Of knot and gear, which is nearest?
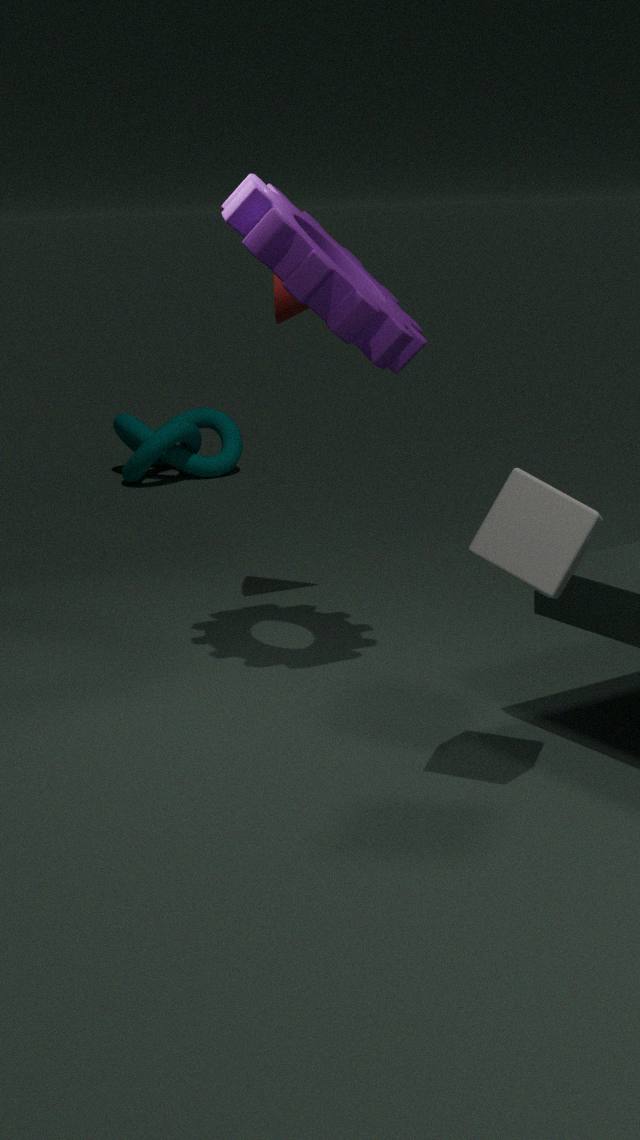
gear
